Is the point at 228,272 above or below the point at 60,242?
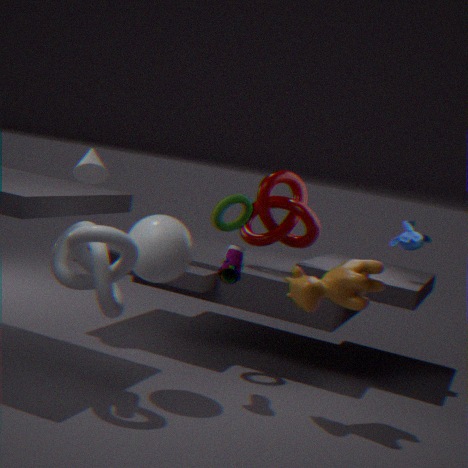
above
